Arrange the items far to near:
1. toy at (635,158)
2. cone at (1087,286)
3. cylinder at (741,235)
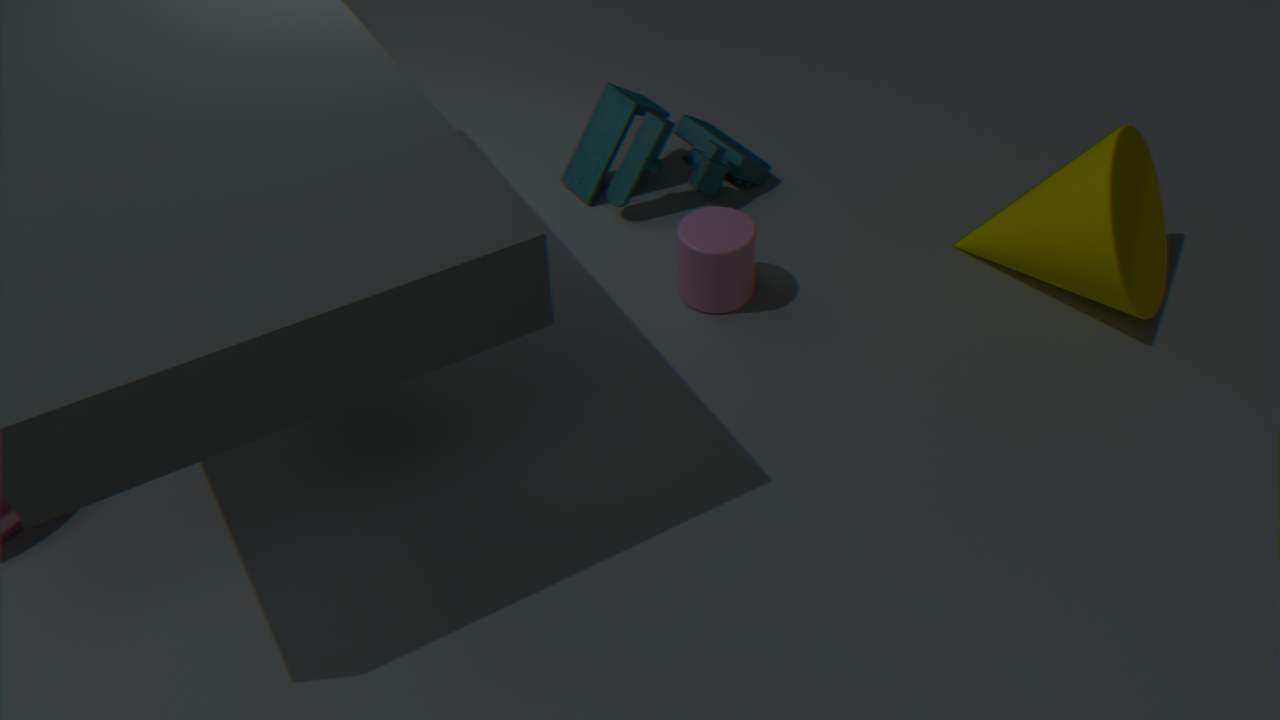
1. toy at (635,158)
2. cylinder at (741,235)
3. cone at (1087,286)
